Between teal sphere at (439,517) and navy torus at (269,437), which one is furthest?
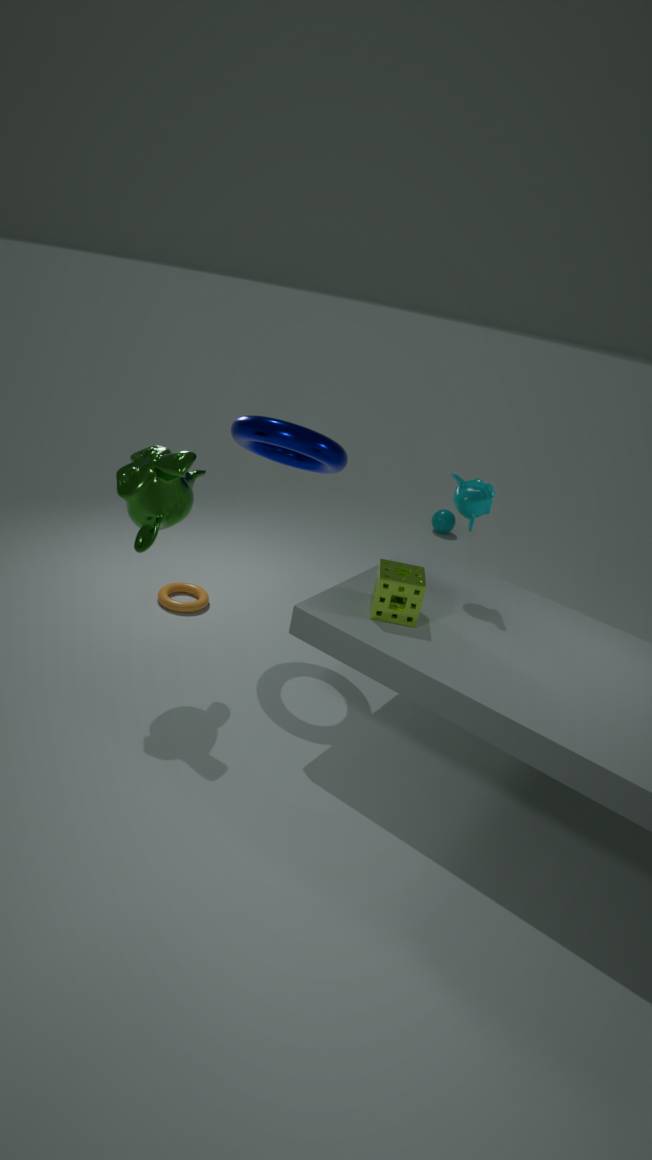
teal sphere at (439,517)
